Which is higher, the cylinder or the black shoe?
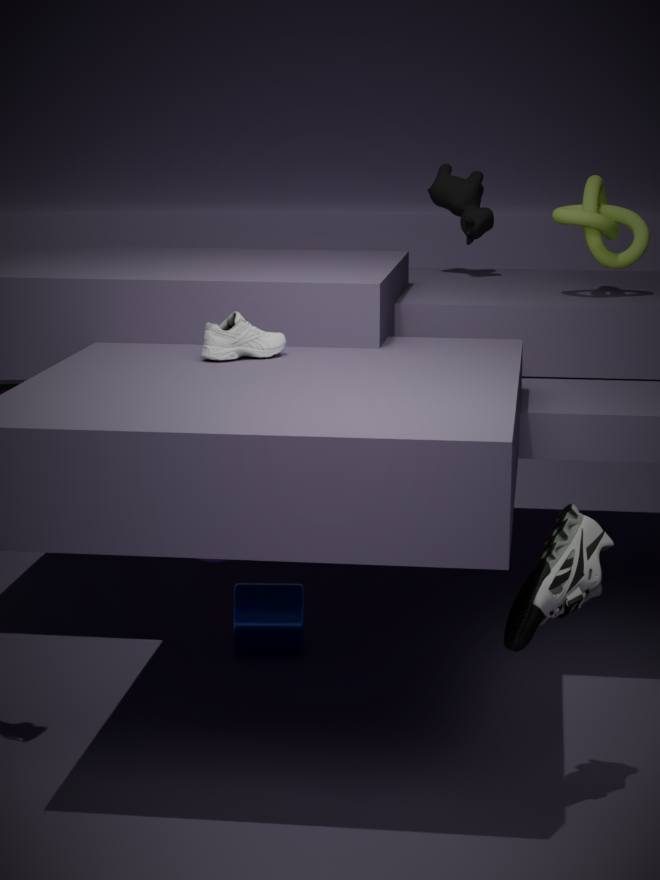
the black shoe
